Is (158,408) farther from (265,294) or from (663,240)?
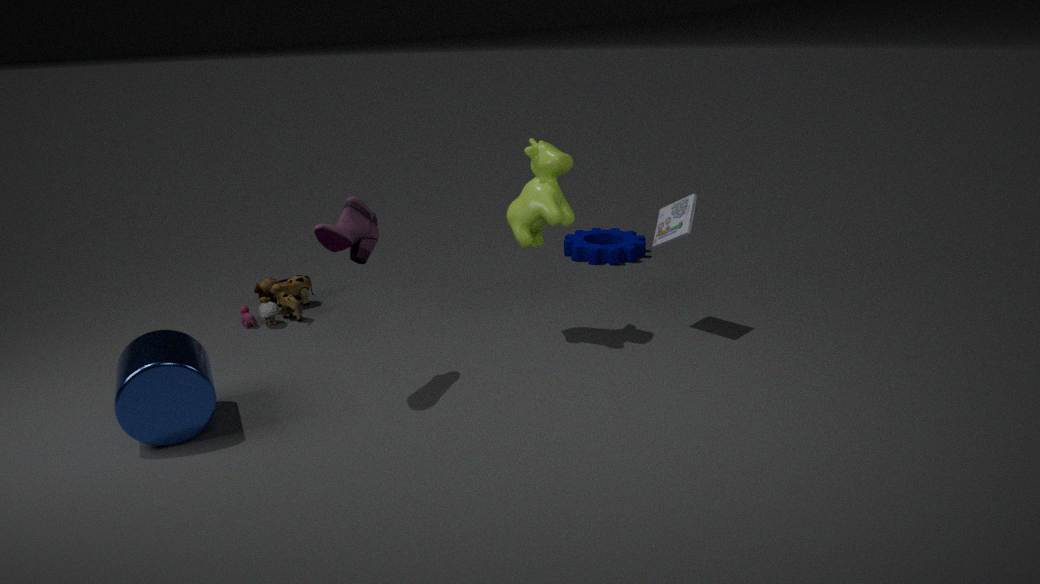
(663,240)
